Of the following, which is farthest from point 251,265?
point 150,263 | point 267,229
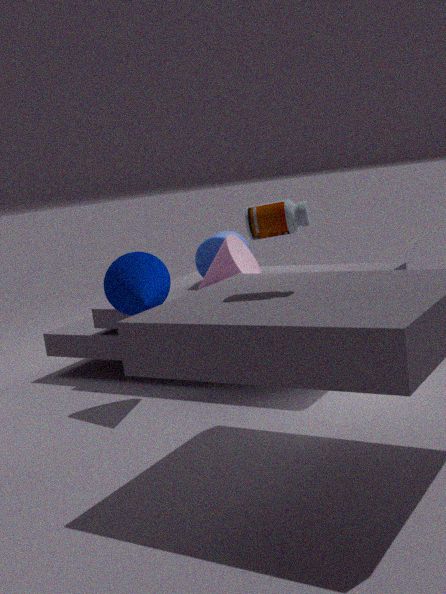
point 267,229
